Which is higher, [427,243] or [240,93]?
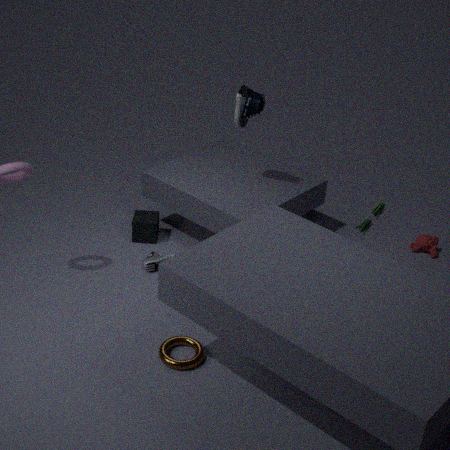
[240,93]
